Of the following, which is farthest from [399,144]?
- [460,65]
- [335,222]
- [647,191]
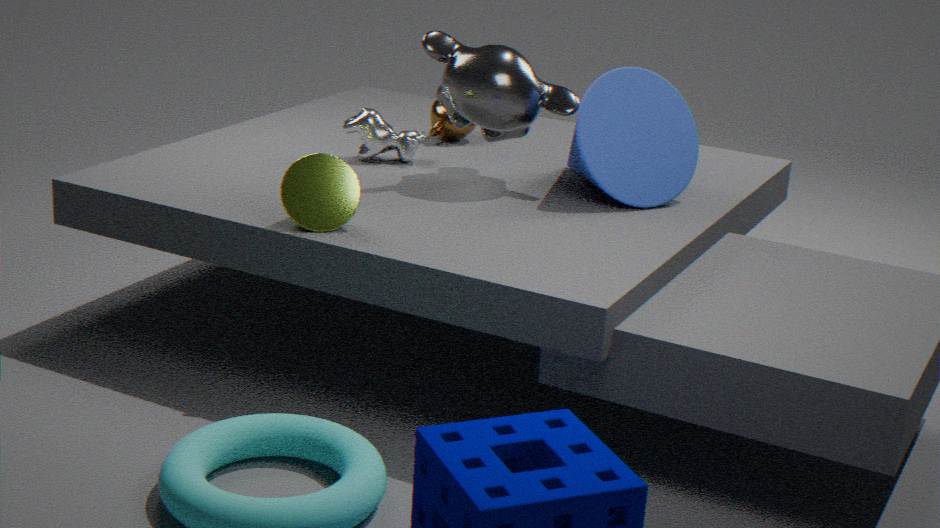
[647,191]
